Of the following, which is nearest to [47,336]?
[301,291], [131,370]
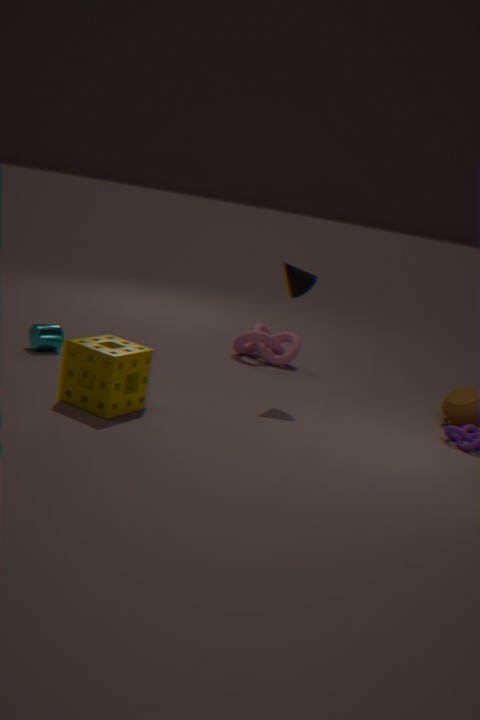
[131,370]
